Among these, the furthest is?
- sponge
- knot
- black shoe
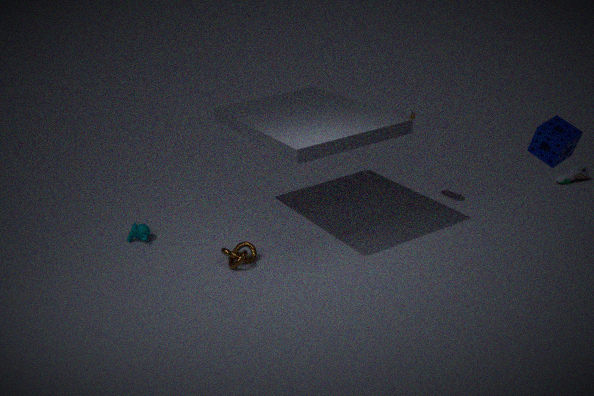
black shoe
